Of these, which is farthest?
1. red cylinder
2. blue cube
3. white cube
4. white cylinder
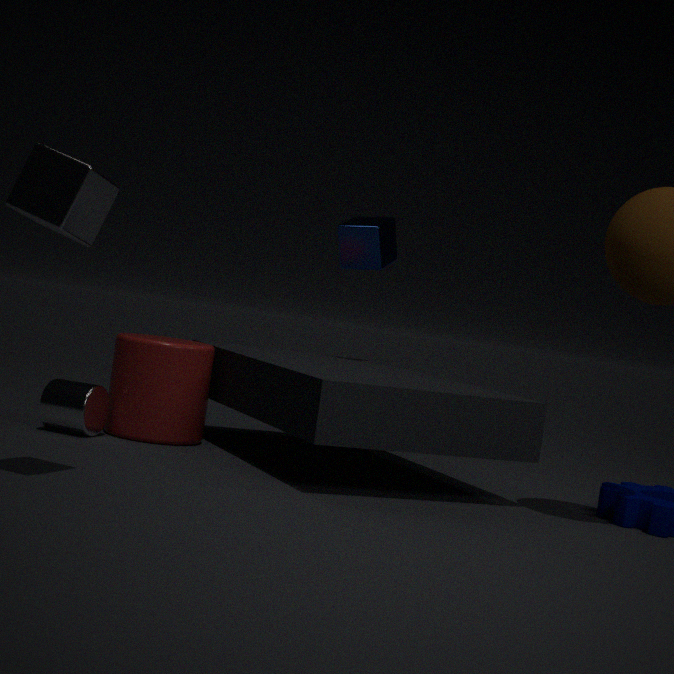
blue cube
